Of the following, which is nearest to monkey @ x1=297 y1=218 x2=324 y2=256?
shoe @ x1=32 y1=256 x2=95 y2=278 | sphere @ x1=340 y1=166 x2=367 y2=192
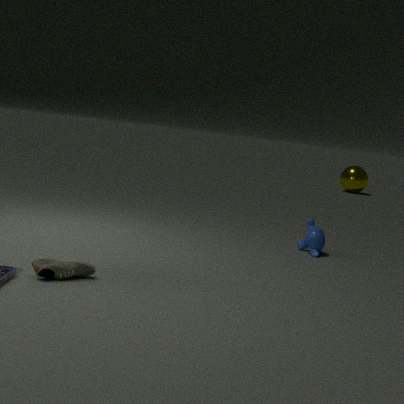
shoe @ x1=32 y1=256 x2=95 y2=278
